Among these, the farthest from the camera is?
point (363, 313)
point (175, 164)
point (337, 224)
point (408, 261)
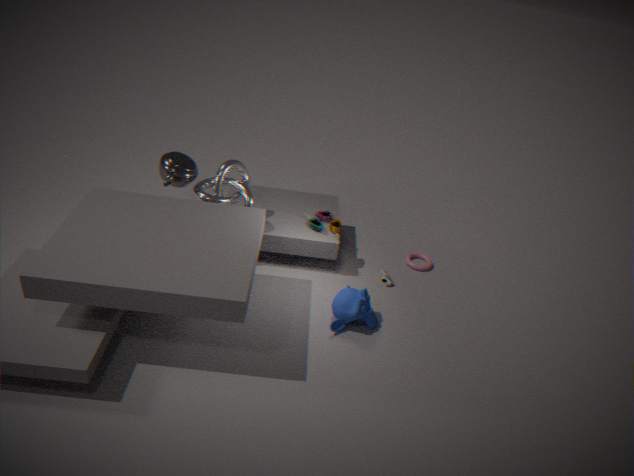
point (408, 261)
